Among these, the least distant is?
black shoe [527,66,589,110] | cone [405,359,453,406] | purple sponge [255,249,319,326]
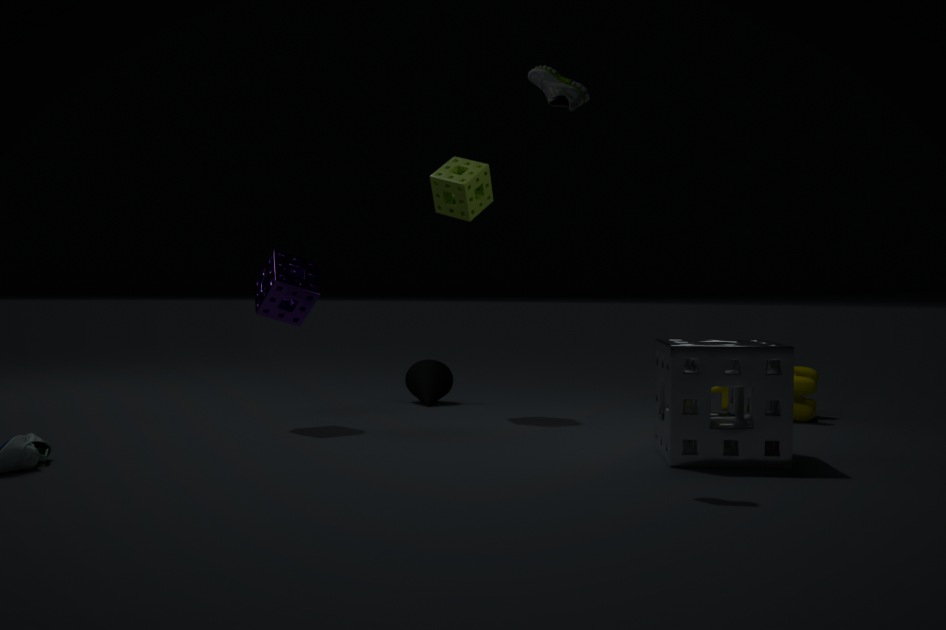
black shoe [527,66,589,110]
